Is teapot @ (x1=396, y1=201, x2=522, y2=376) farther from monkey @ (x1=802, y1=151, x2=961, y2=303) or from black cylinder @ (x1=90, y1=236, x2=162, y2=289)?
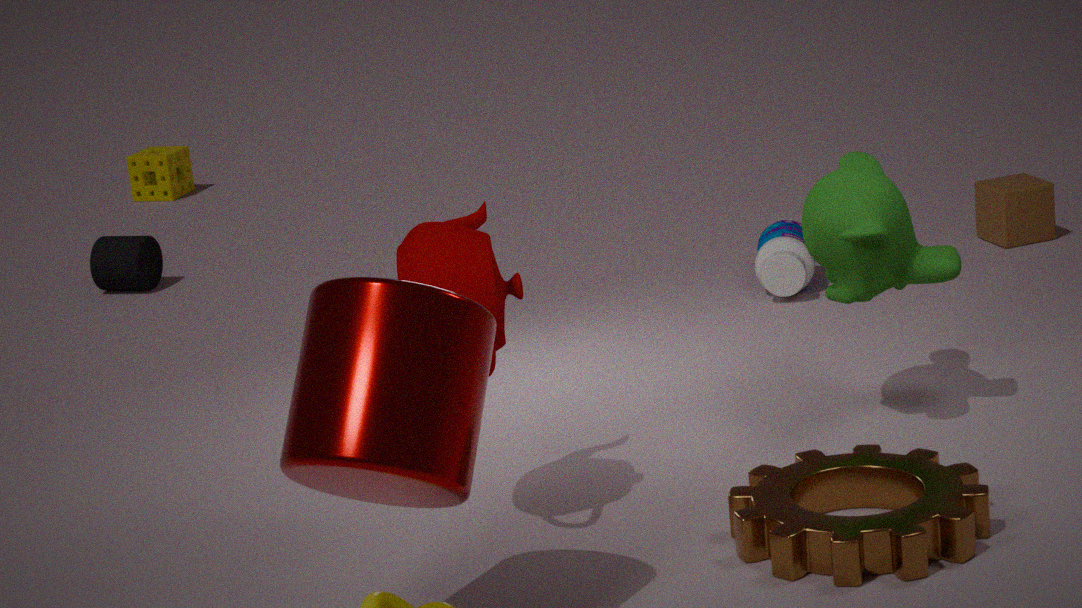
black cylinder @ (x1=90, y1=236, x2=162, y2=289)
